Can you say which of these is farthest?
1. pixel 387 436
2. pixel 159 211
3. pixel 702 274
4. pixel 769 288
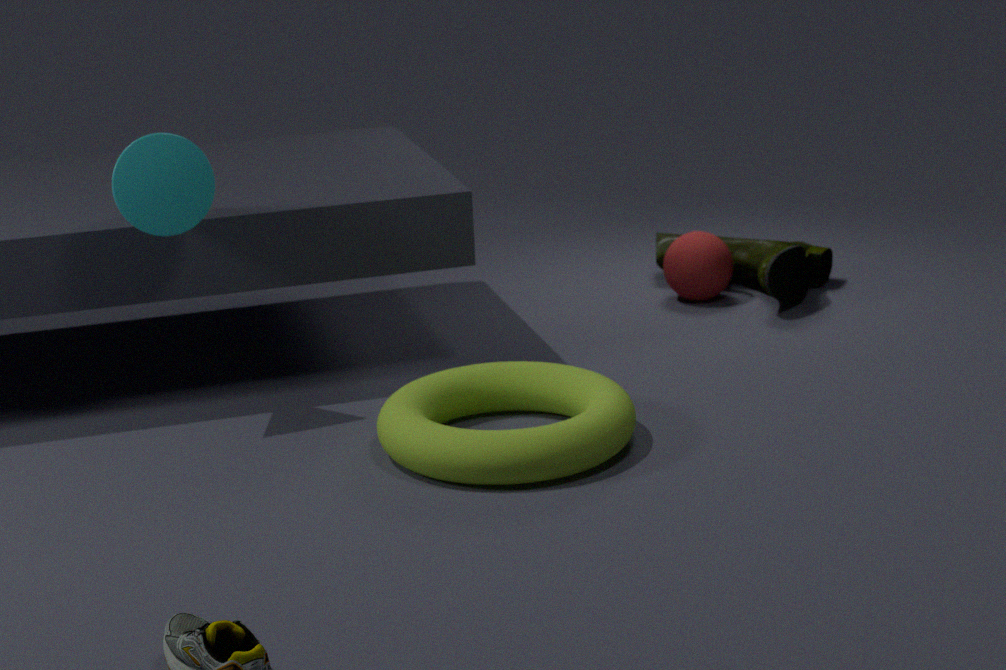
pixel 702 274
